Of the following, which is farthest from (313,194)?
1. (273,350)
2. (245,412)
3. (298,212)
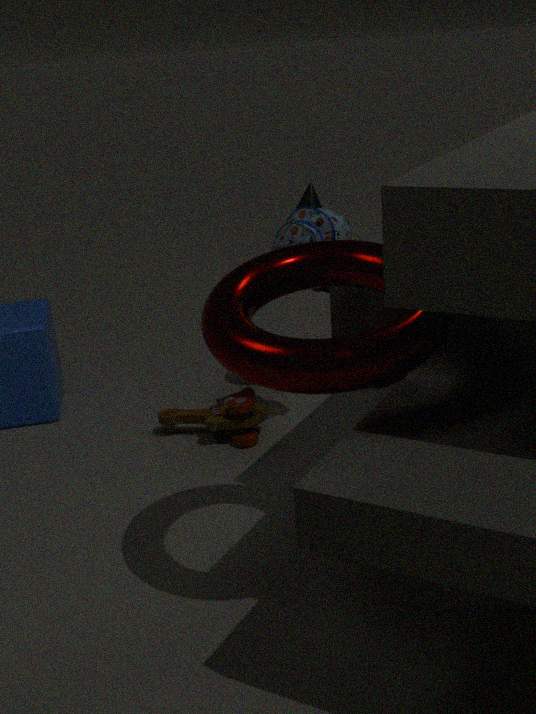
(273,350)
